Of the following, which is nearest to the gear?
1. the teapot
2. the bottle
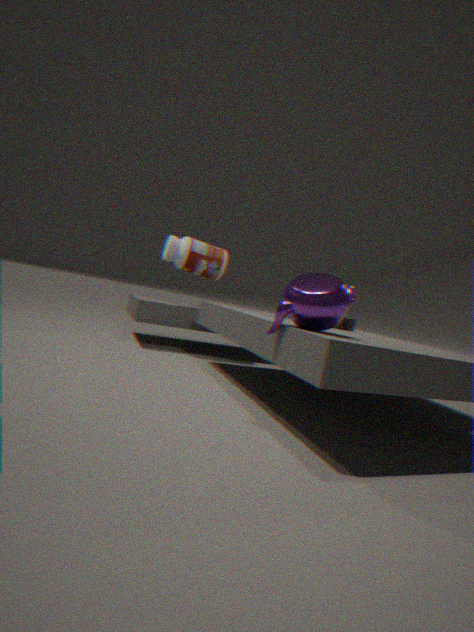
the bottle
